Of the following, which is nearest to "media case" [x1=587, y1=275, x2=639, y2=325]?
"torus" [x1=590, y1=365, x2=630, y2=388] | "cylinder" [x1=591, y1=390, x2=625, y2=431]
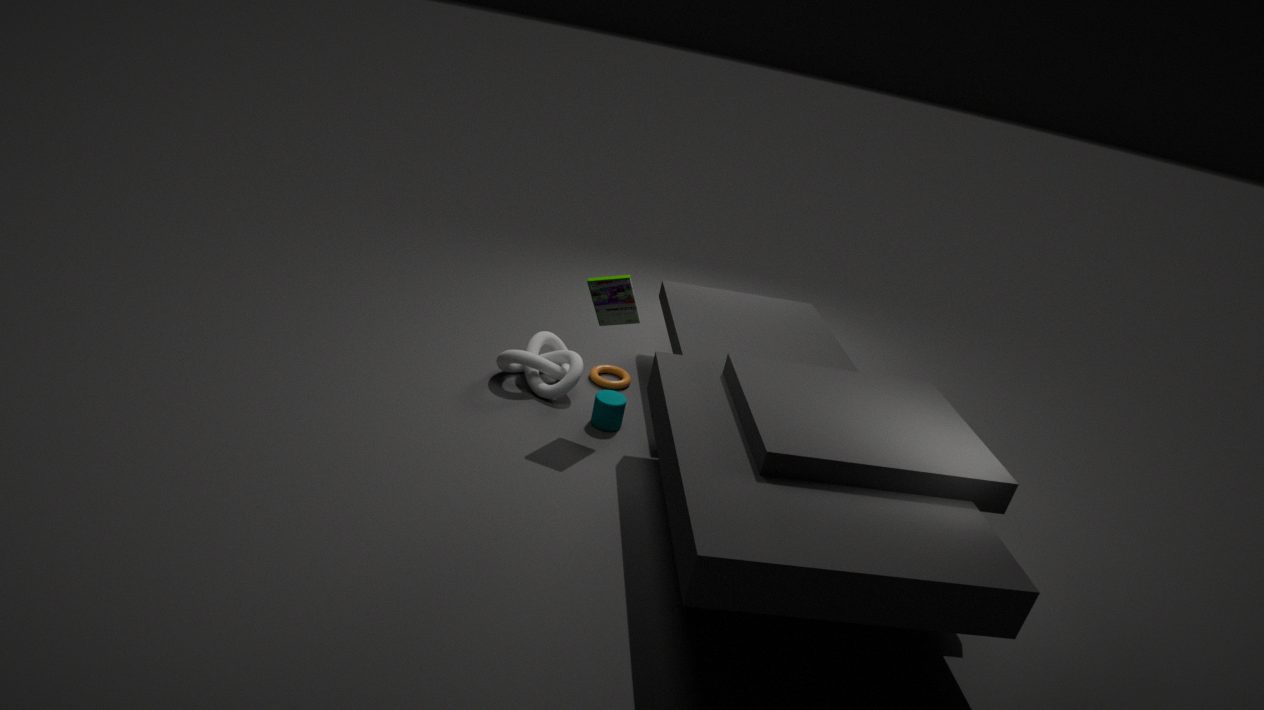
"cylinder" [x1=591, y1=390, x2=625, y2=431]
